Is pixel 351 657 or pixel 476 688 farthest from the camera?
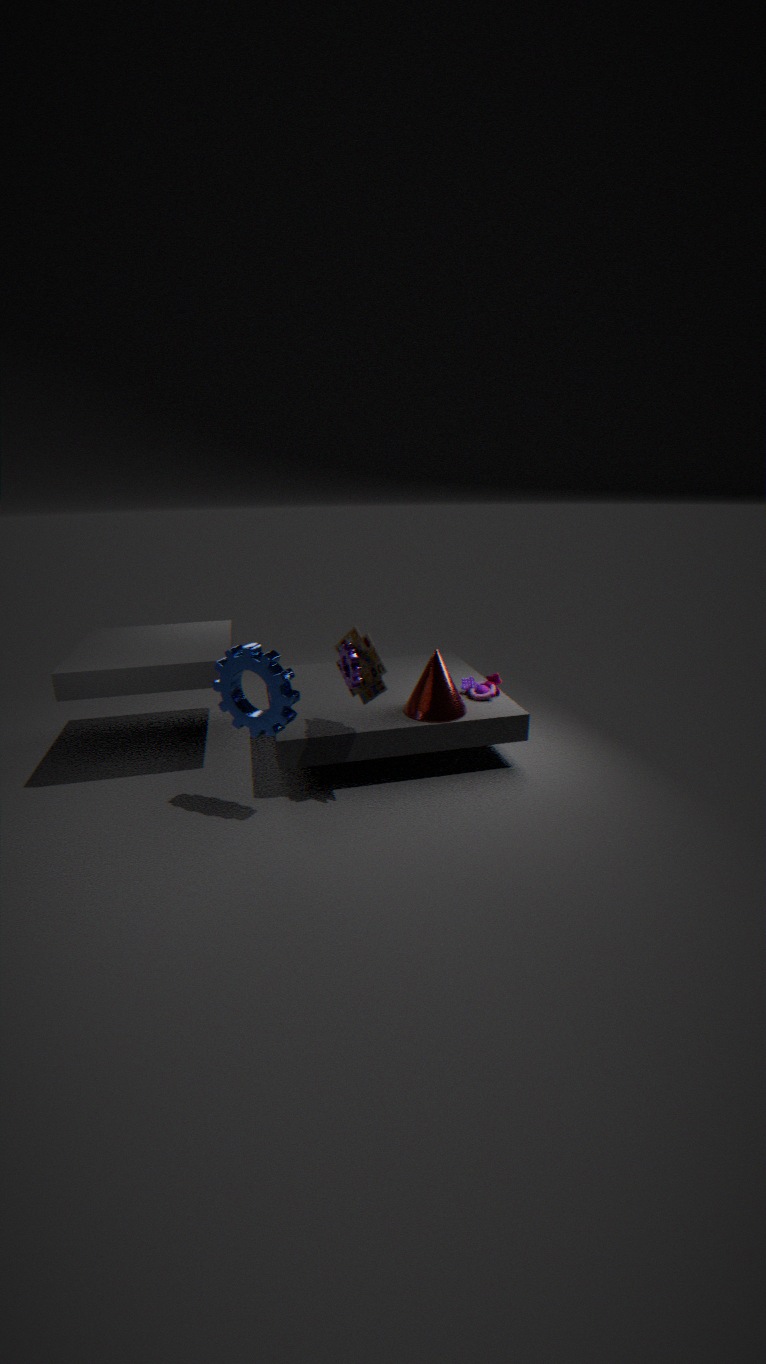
pixel 476 688
